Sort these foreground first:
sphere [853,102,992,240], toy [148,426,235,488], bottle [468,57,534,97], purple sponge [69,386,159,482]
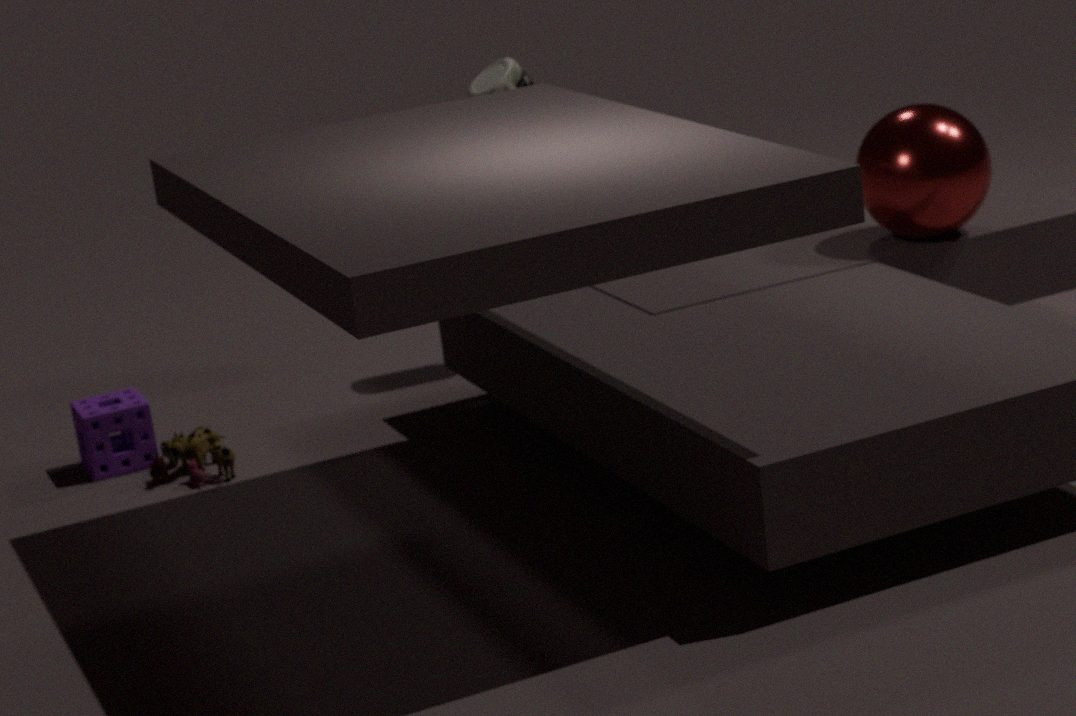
sphere [853,102,992,240] < toy [148,426,235,488] < purple sponge [69,386,159,482] < bottle [468,57,534,97]
